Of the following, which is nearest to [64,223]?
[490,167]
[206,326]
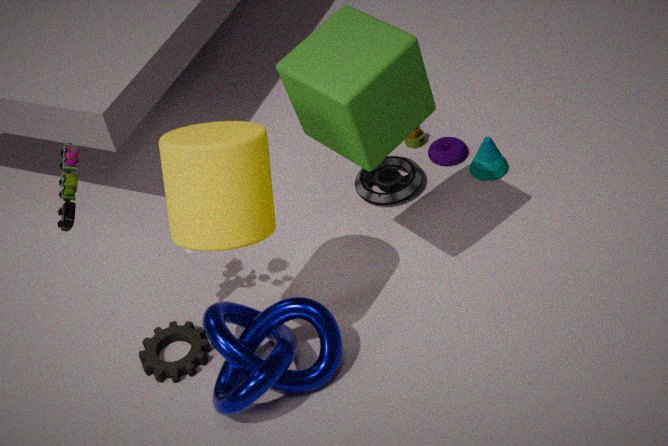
[206,326]
